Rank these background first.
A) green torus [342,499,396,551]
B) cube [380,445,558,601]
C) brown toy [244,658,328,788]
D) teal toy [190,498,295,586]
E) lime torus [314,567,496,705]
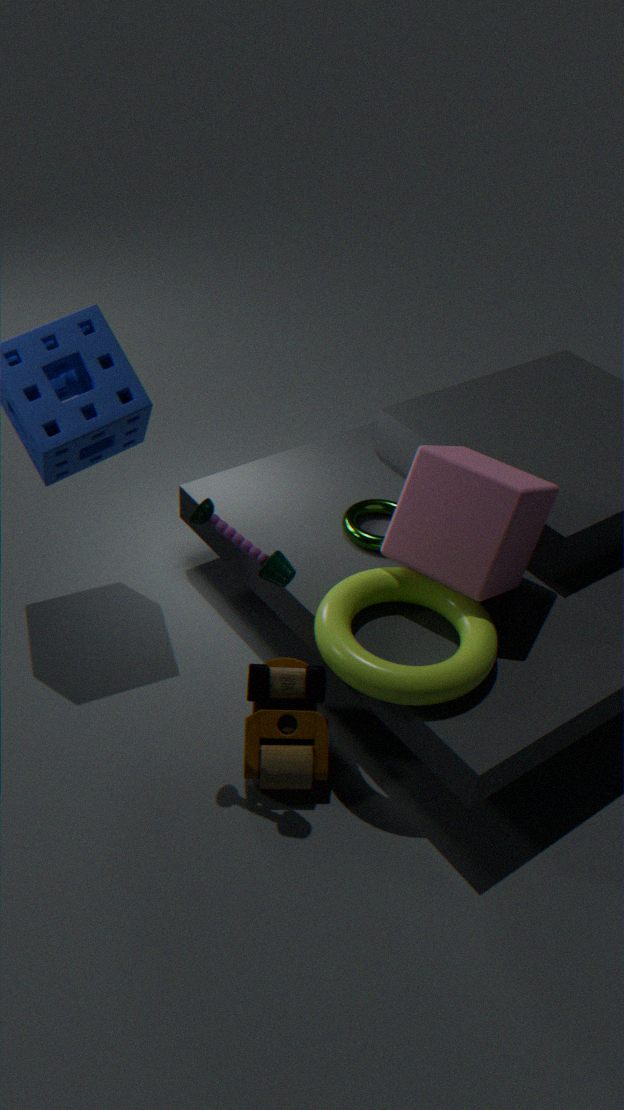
green torus [342,499,396,551]
cube [380,445,558,601]
brown toy [244,658,328,788]
lime torus [314,567,496,705]
teal toy [190,498,295,586]
